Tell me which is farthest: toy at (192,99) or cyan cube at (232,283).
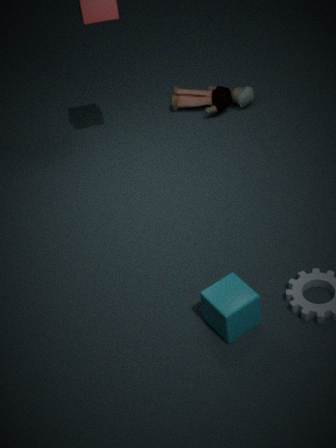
toy at (192,99)
